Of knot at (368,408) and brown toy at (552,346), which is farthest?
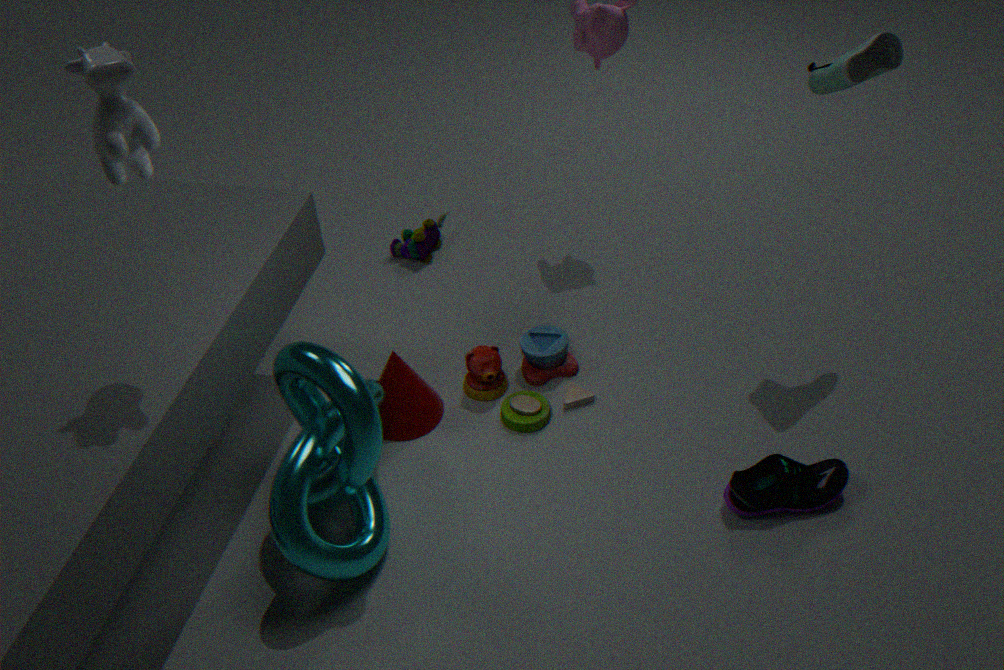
brown toy at (552,346)
